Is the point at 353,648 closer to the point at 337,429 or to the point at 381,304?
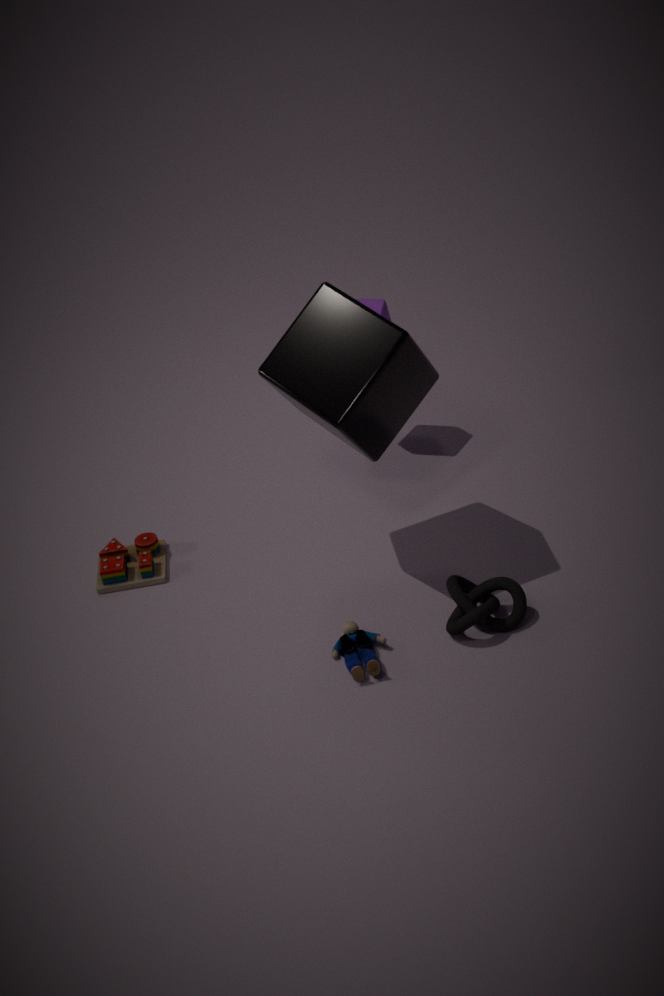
the point at 337,429
